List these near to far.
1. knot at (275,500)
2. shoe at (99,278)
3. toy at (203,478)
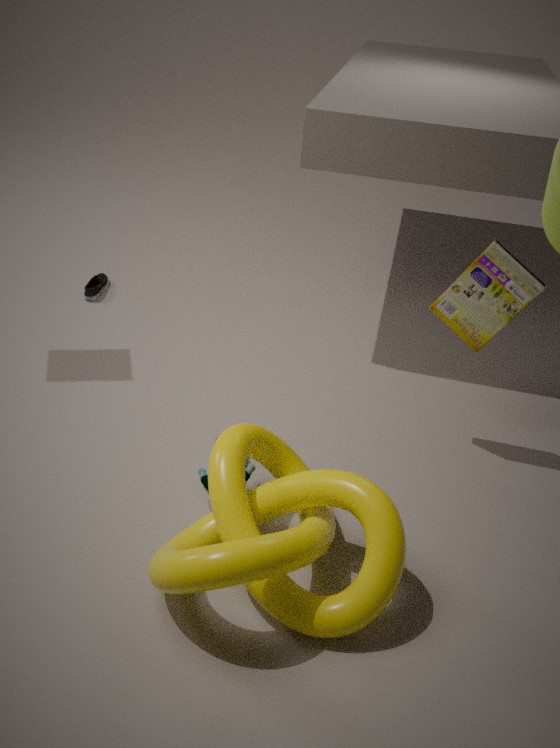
knot at (275,500)
toy at (203,478)
shoe at (99,278)
